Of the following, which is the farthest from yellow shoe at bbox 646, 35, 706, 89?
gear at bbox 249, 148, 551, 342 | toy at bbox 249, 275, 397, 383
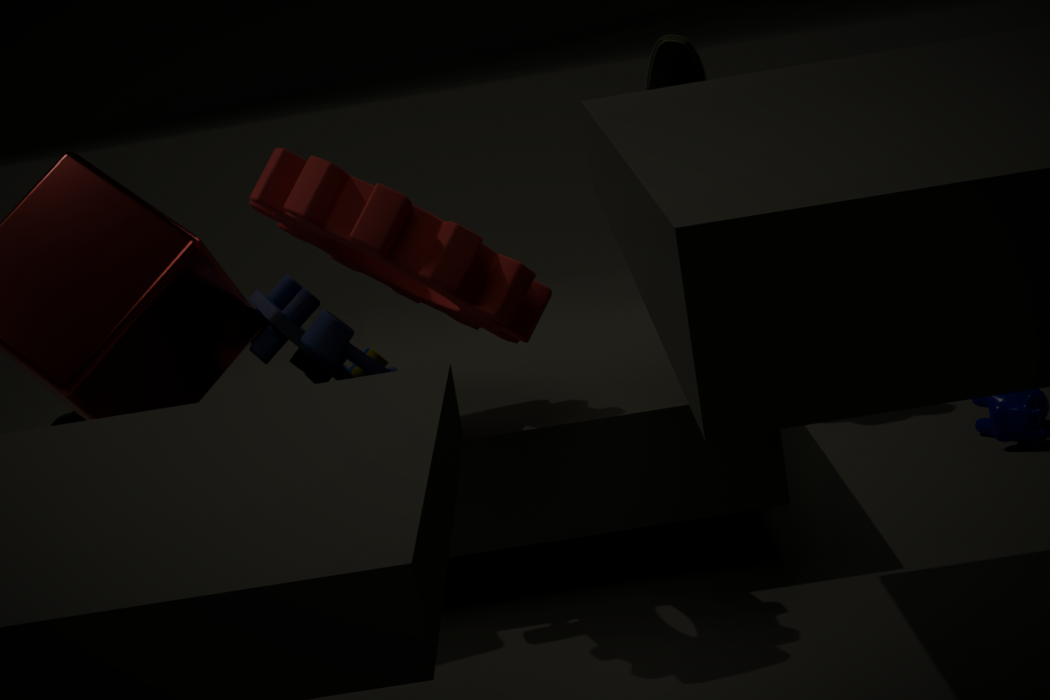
toy at bbox 249, 275, 397, 383
